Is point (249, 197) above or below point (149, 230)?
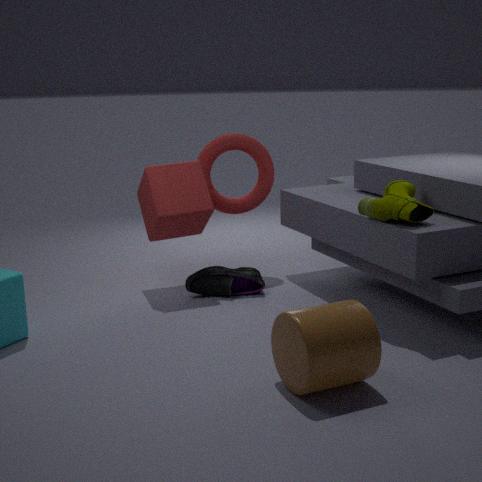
above
